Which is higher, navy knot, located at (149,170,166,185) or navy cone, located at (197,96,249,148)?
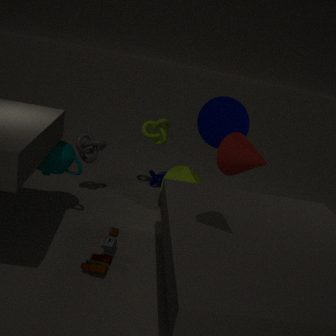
navy cone, located at (197,96,249,148)
